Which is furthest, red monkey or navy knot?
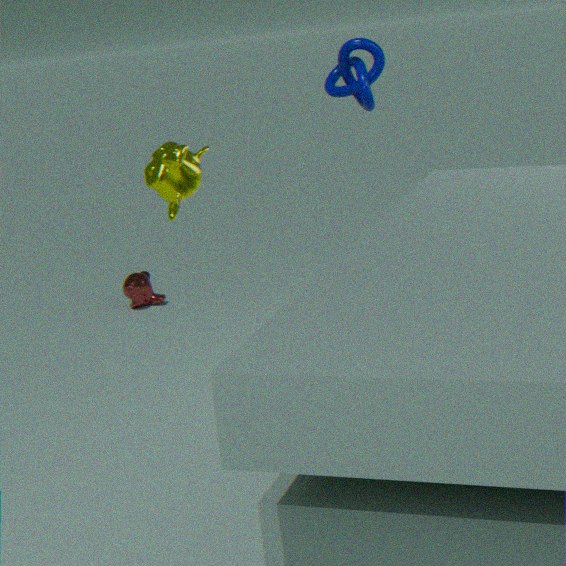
red monkey
